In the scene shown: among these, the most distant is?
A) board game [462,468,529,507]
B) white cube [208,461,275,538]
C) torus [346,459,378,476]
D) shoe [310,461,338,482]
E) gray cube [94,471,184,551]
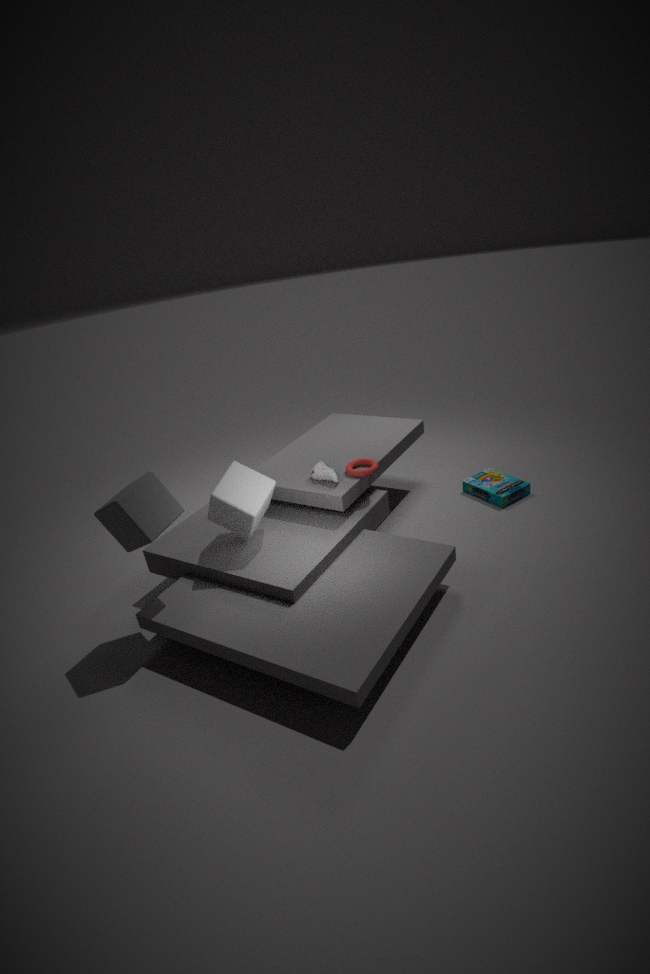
board game [462,468,529,507]
